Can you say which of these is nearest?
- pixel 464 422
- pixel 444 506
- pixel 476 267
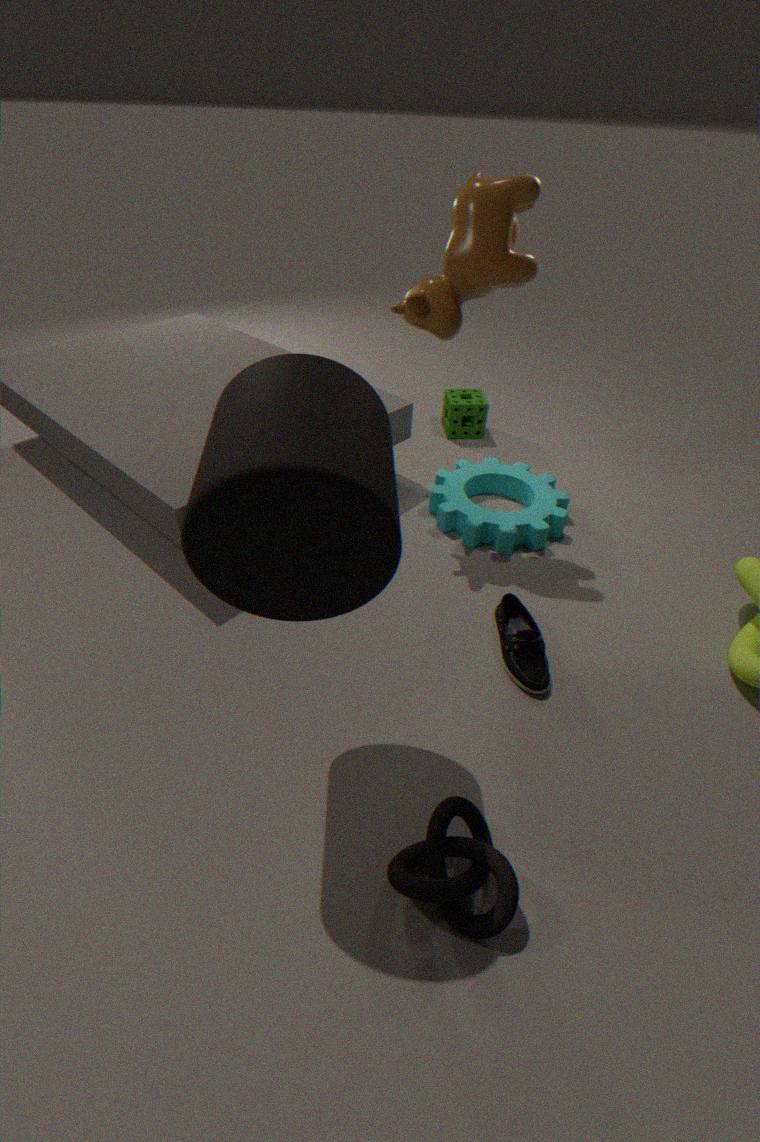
pixel 476 267
